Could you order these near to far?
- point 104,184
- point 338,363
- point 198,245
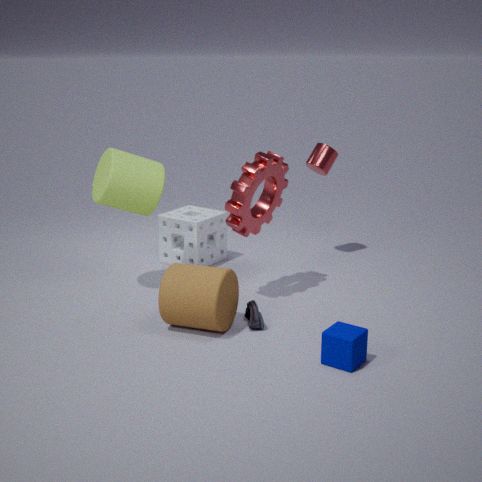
point 338,363, point 104,184, point 198,245
